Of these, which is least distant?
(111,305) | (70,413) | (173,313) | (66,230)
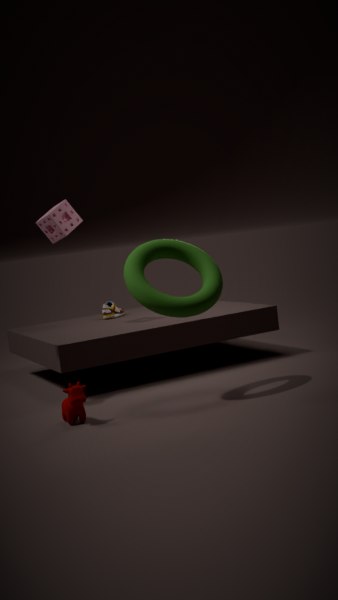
(70,413)
